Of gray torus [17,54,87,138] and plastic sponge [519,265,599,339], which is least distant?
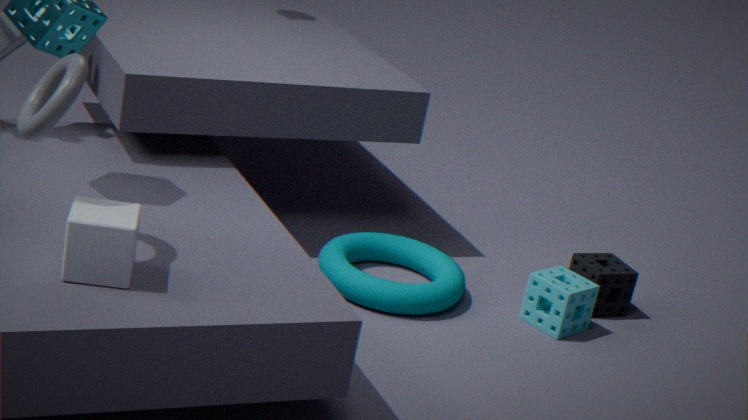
gray torus [17,54,87,138]
